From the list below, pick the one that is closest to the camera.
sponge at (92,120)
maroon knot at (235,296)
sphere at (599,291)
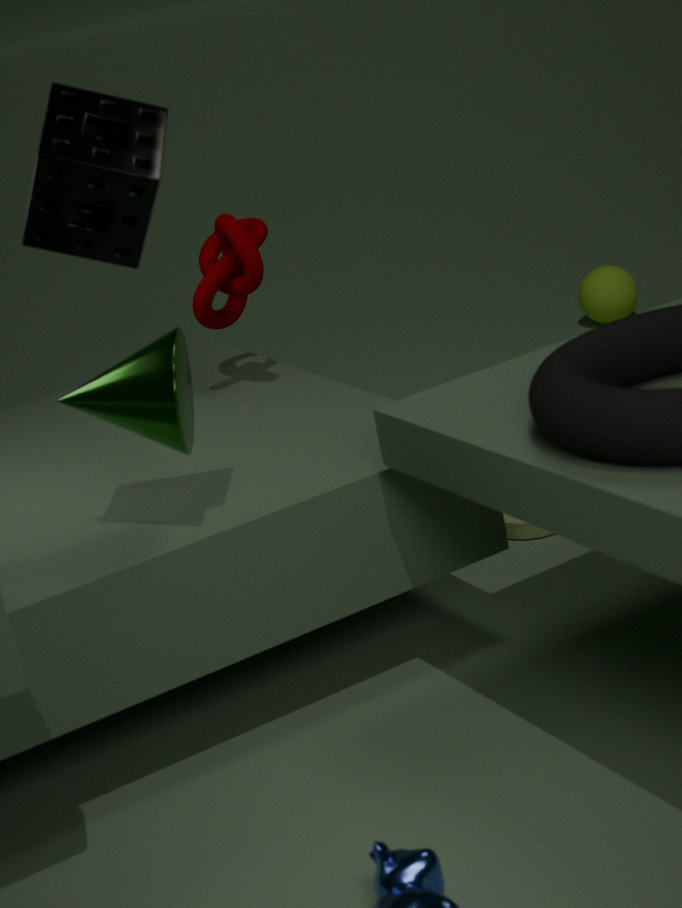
sponge at (92,120)
